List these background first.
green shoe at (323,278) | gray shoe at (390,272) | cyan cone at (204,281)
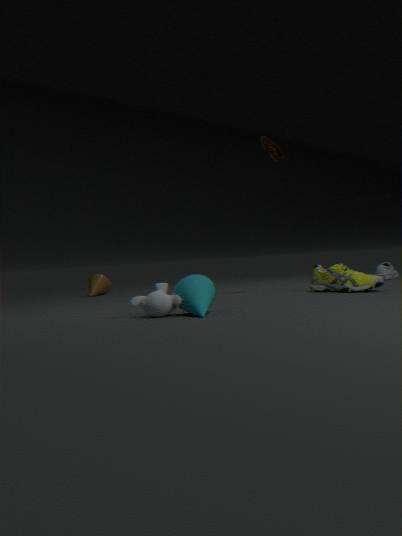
gray shoe at (390,272)
green shoe at (323,278)
cyan cone at (204,281)
